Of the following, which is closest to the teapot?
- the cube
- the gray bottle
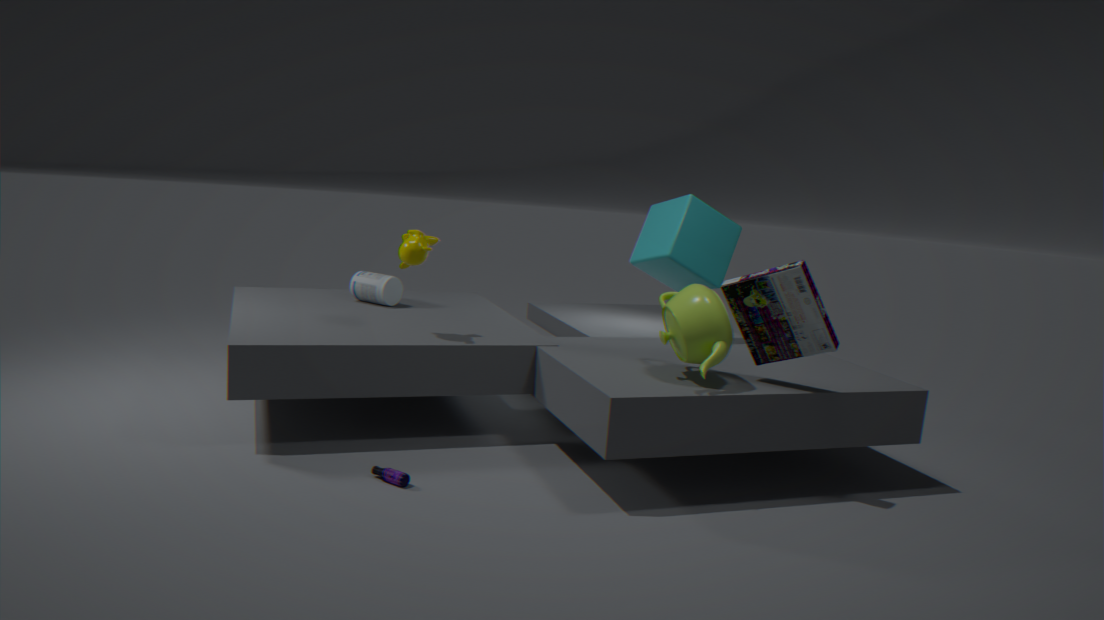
the cube
